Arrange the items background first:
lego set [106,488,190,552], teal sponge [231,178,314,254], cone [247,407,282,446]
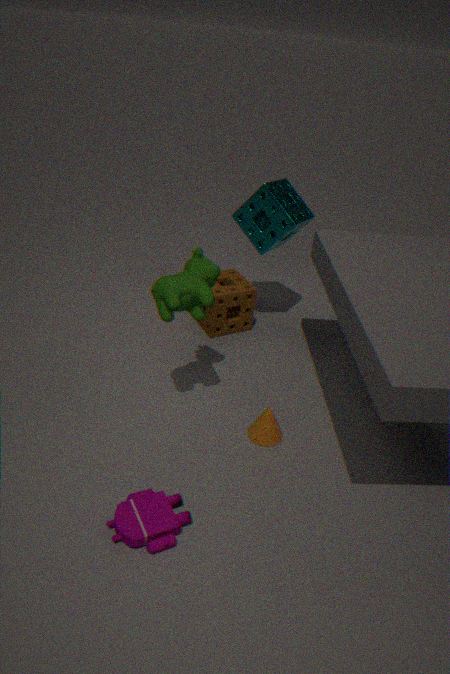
teal sponge [231,178,314,254] < cone [247,407,282,446] < lego set [106,488,190,552]
